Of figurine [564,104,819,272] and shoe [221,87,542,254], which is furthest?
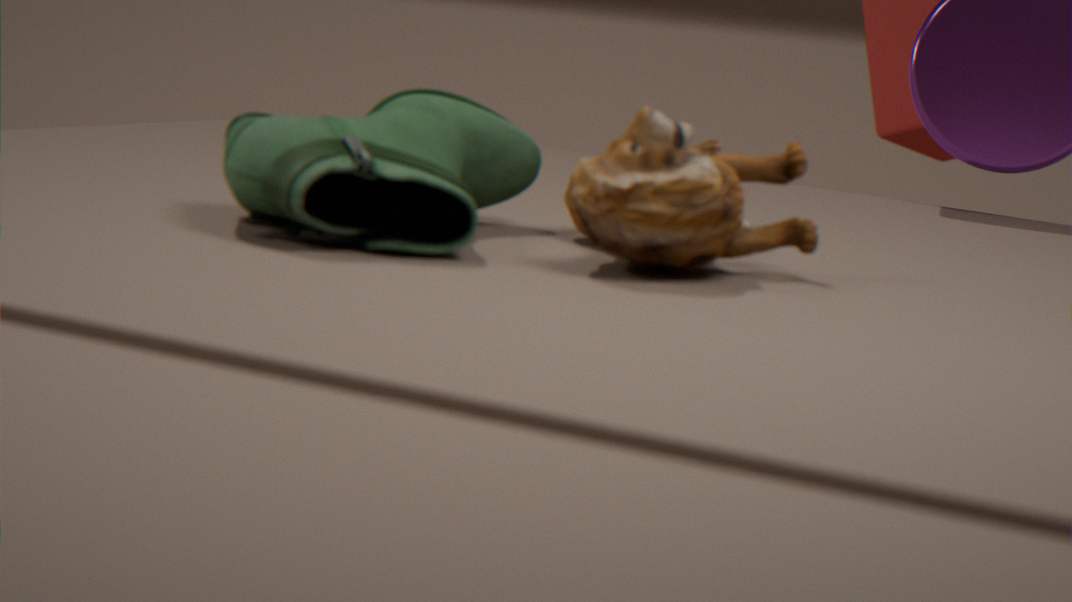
shoe [221,87,542,254]
